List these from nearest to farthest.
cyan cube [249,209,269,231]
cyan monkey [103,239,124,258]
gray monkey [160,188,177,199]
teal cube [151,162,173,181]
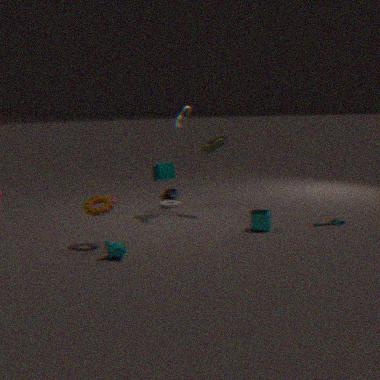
cyan monkey [103,239,124,258] → cyan cube [249,209,269,231] → teal cube [151,162,173,181] → gray monkey [160,188,177,199]
